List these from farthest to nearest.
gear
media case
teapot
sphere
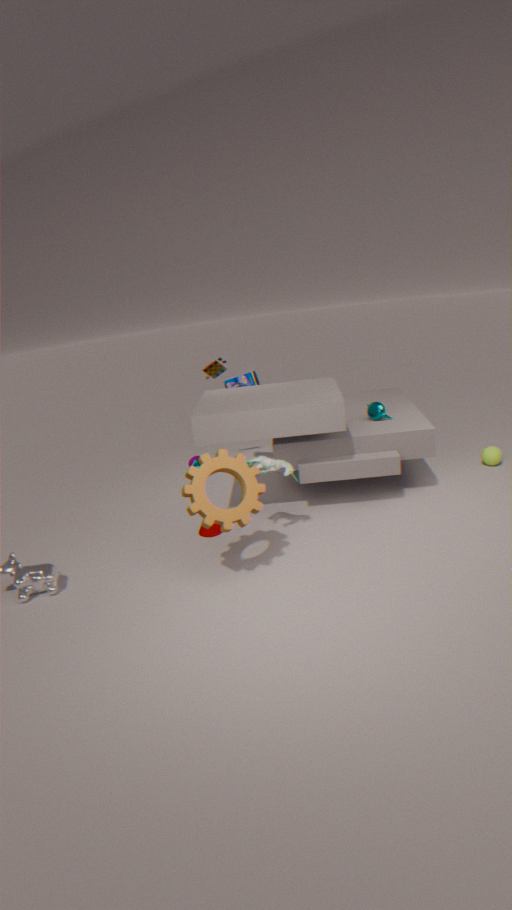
media case, sphere, teapot, gear
